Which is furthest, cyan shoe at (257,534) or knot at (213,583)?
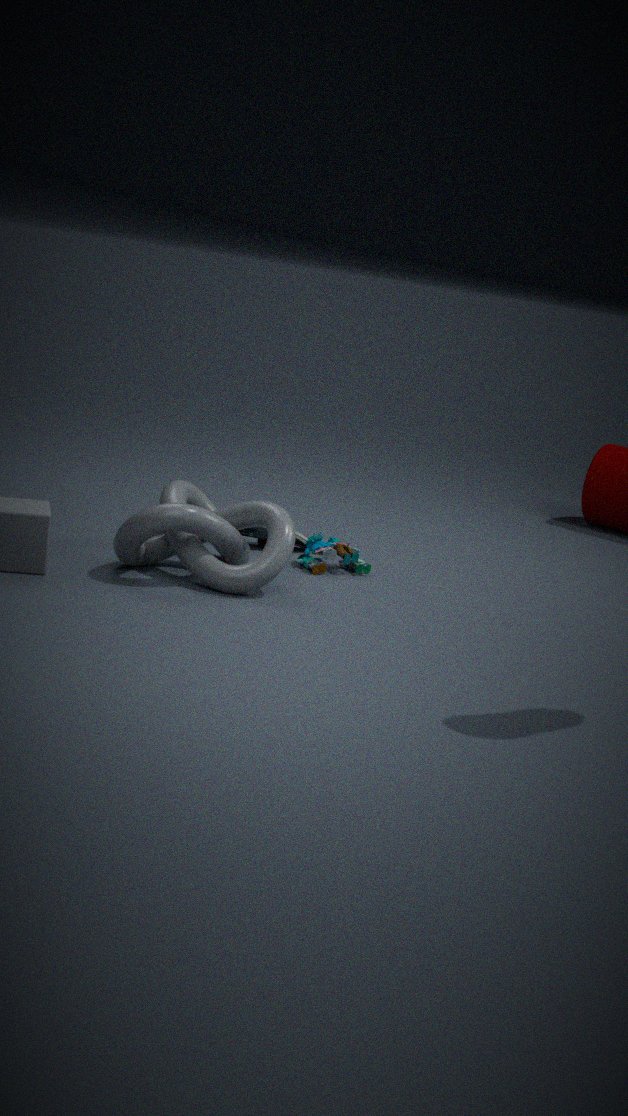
cyan shoe at (257,534)
